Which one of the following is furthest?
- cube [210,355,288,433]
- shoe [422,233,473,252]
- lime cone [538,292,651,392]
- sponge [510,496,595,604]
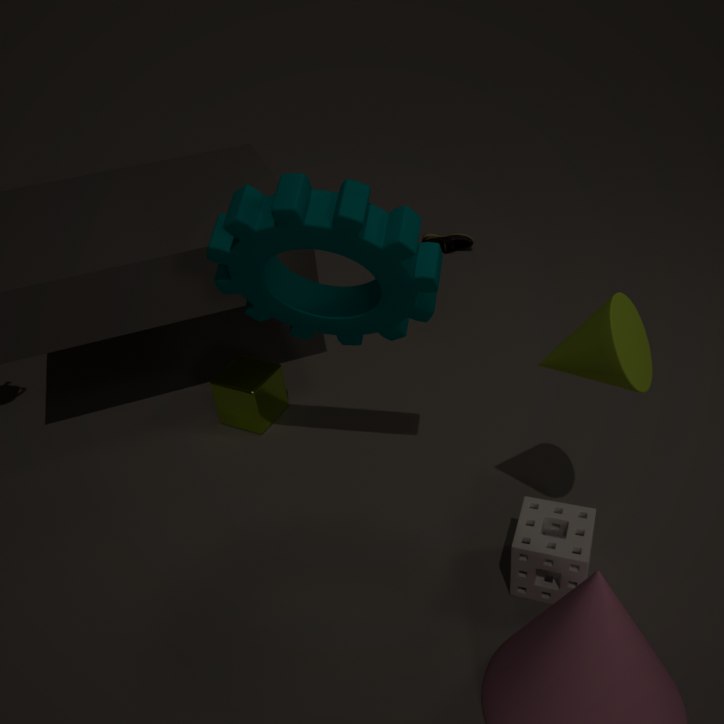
shoe [422,233,473,252]
